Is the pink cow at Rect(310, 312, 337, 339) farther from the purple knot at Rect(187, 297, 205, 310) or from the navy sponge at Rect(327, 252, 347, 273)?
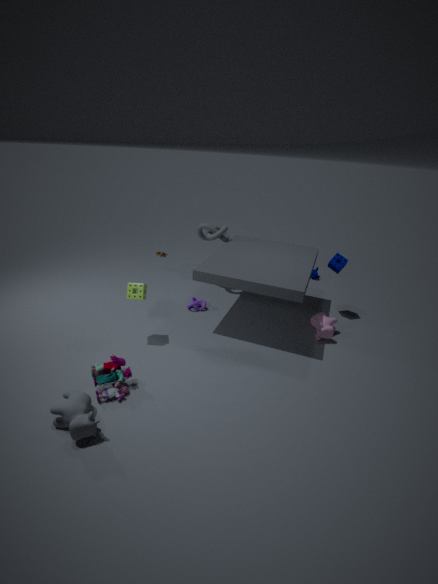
the purple knot at Rect(187, 297, 205, 310)
